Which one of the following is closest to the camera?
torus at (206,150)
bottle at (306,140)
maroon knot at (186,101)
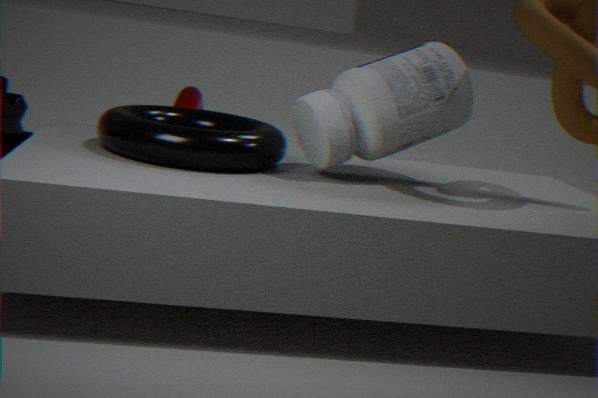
torus at (206,150)
